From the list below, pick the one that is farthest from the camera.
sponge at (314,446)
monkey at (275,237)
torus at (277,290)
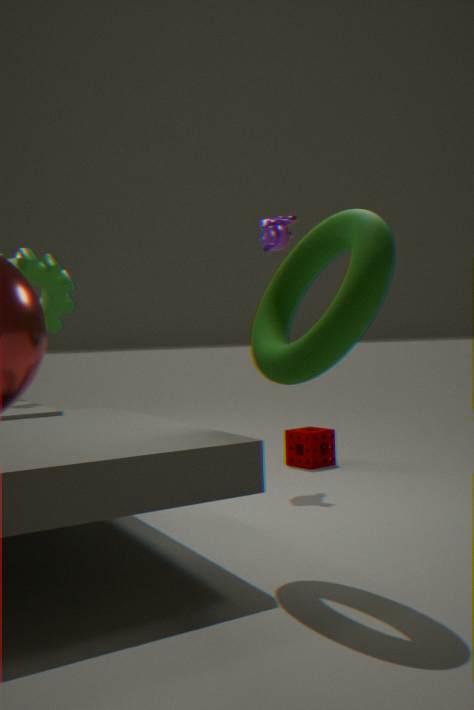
sponge at (314,446)
